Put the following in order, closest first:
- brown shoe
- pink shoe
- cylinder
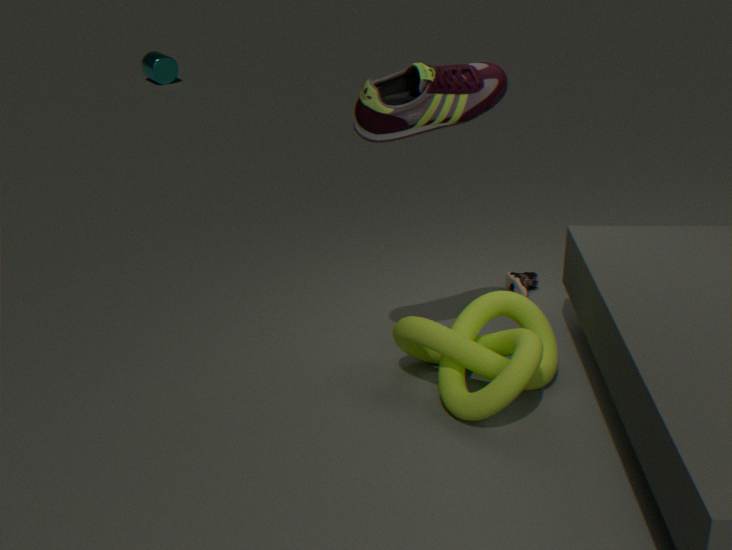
pink shoe, brown shoe, cylinder
